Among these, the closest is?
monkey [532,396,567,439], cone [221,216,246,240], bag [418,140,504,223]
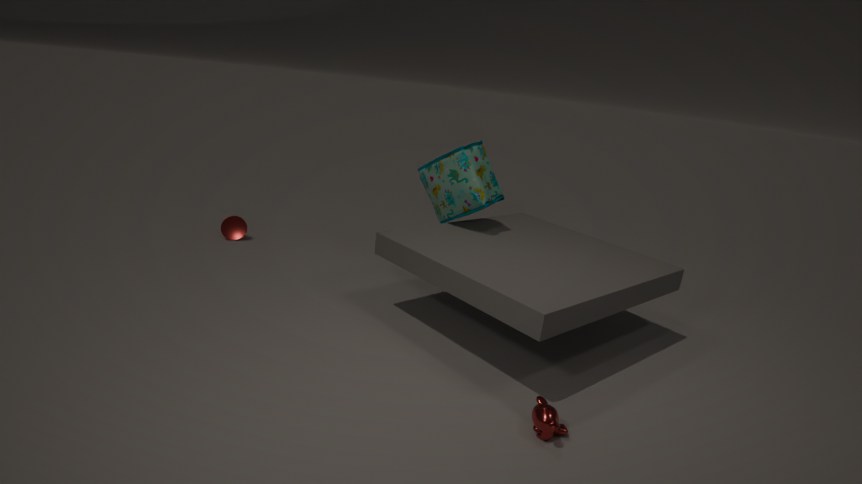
monkey [532,396,567,439]
